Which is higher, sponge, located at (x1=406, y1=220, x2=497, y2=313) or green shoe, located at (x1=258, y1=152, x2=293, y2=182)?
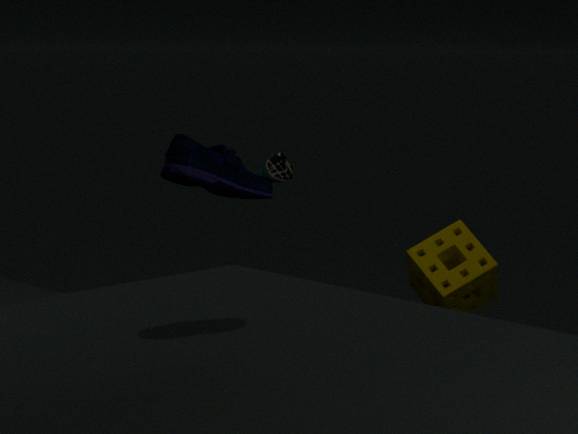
green shoe, located at (x1=258, y1=152, x2=293, y2=182)
